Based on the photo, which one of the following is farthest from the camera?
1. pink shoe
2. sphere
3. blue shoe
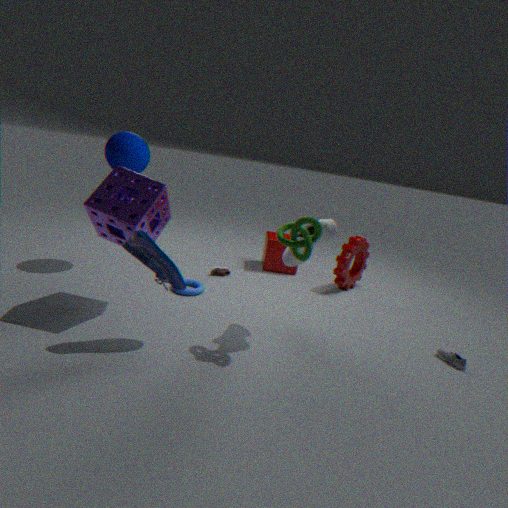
pink shoe
